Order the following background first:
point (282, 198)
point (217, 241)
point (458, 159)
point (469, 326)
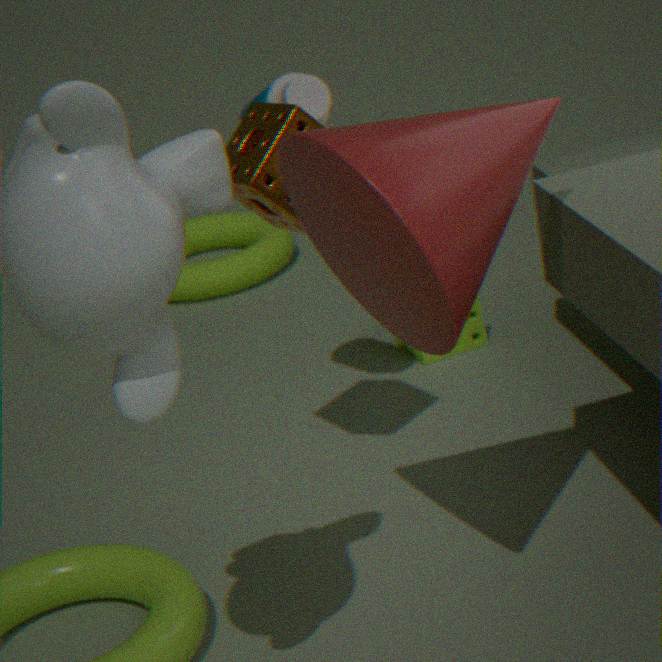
point (217, 241)
point (469, 326)
point (282, 198)
point (458, 159)
